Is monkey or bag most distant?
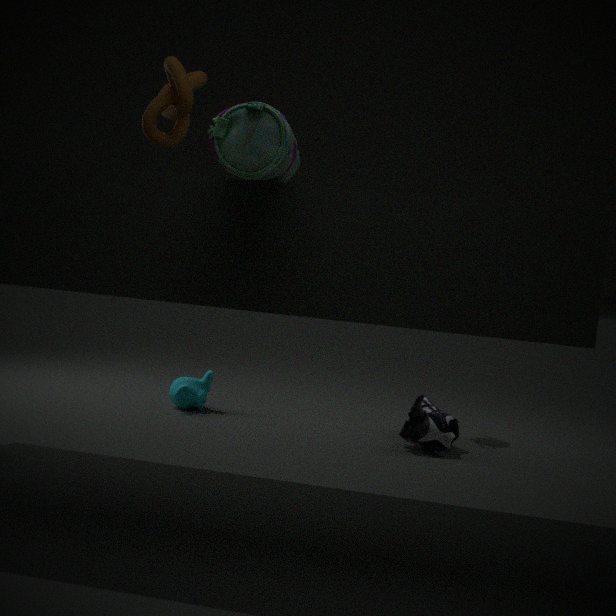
monkey
